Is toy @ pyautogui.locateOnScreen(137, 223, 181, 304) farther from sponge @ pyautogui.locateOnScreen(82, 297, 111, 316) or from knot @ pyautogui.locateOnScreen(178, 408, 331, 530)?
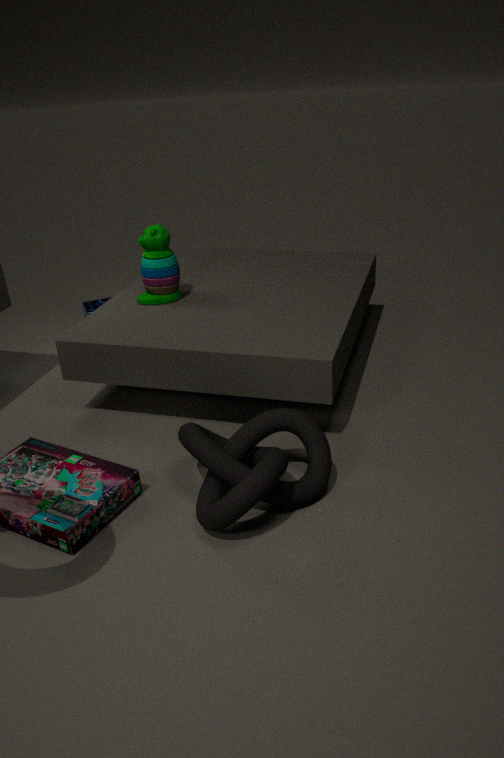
knot @ pyautogui.locateOnScreen(178, 408, 331, 530)
